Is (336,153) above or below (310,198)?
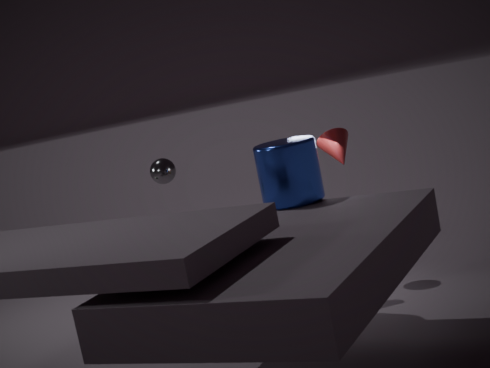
above
